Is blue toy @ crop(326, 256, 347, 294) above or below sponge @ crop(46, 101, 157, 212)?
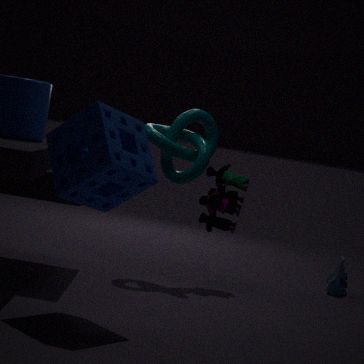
below
